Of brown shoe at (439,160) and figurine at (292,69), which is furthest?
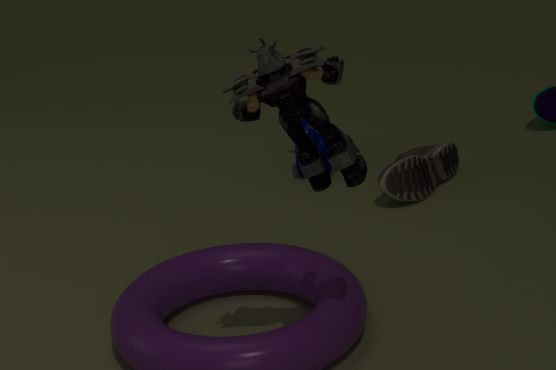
brown shoe at (439,160)
